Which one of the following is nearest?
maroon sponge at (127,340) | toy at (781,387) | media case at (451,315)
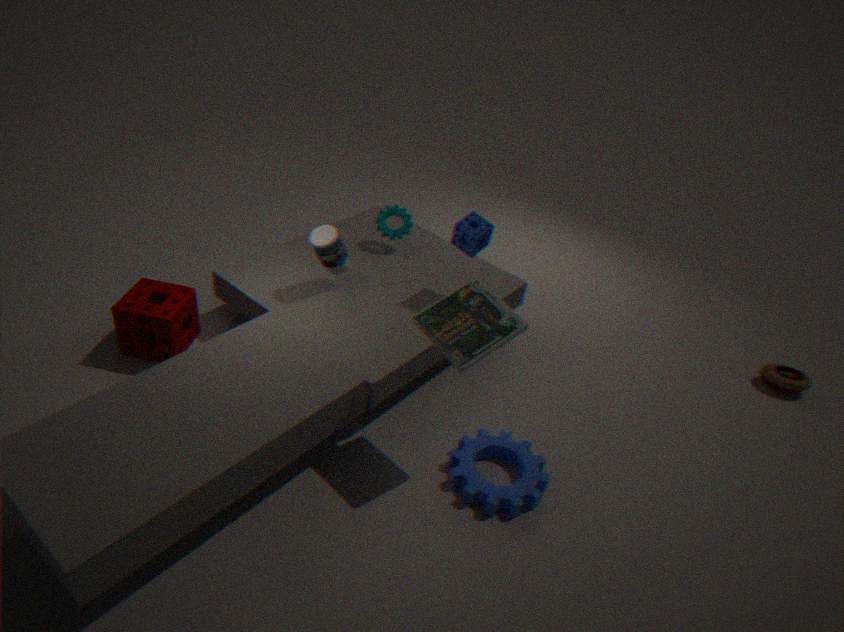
media case at (451,315)
